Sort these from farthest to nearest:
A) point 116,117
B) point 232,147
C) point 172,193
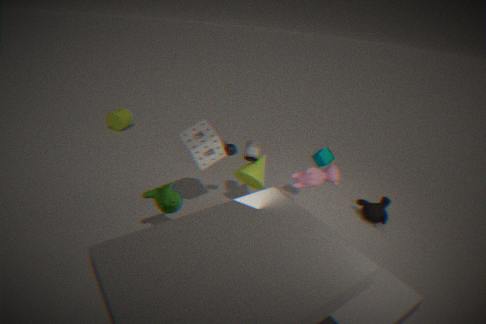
point 116,117, point 232,147, point 172,193
